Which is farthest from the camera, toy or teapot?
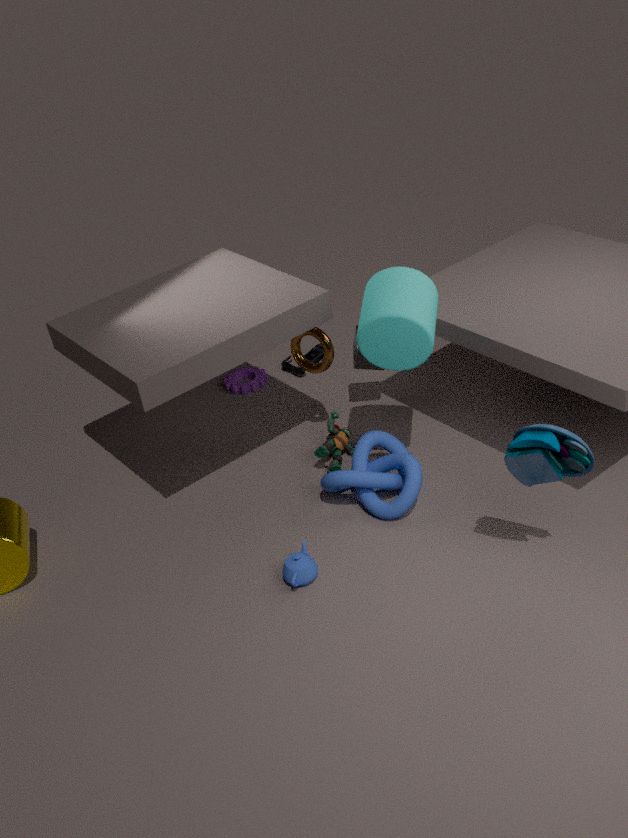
teapot
